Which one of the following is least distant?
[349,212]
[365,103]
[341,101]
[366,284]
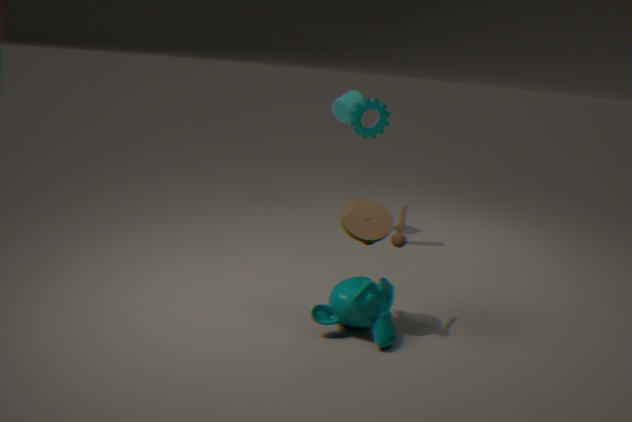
[366,284]
